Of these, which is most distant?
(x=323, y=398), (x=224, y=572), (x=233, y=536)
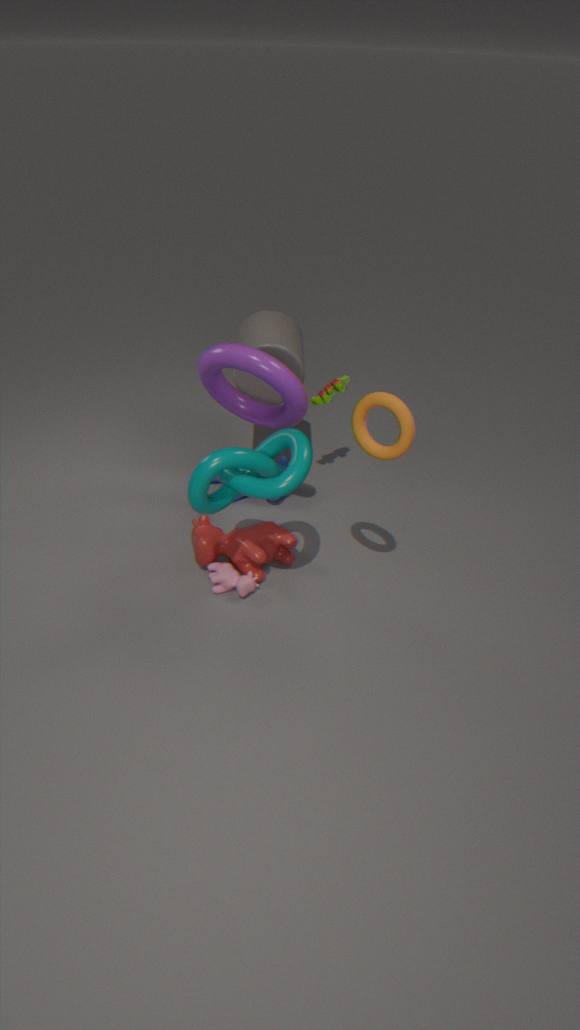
(x=323, y=398)
